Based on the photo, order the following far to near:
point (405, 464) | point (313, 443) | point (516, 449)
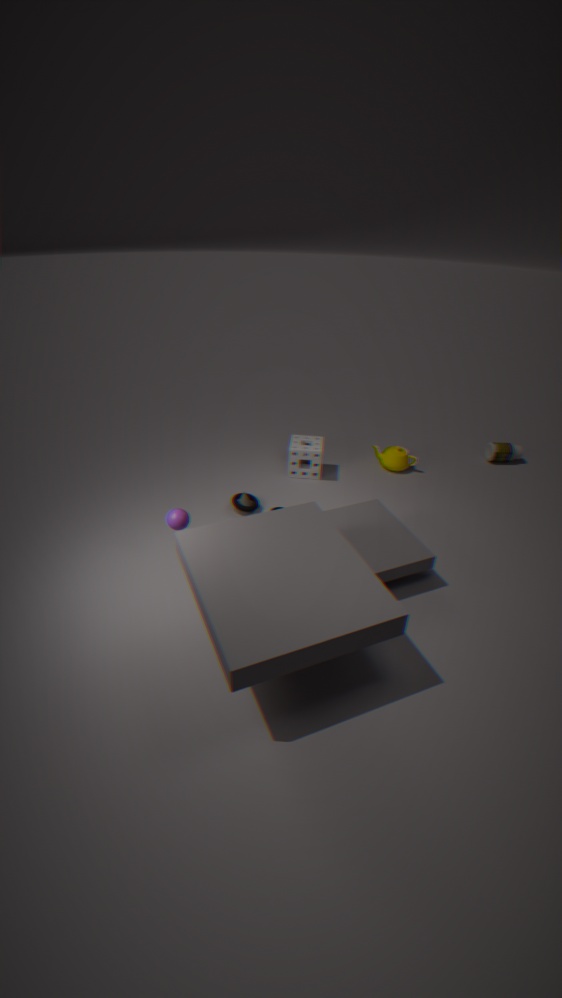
point (516, 449) < point (405, 464) < point (313, 443)
